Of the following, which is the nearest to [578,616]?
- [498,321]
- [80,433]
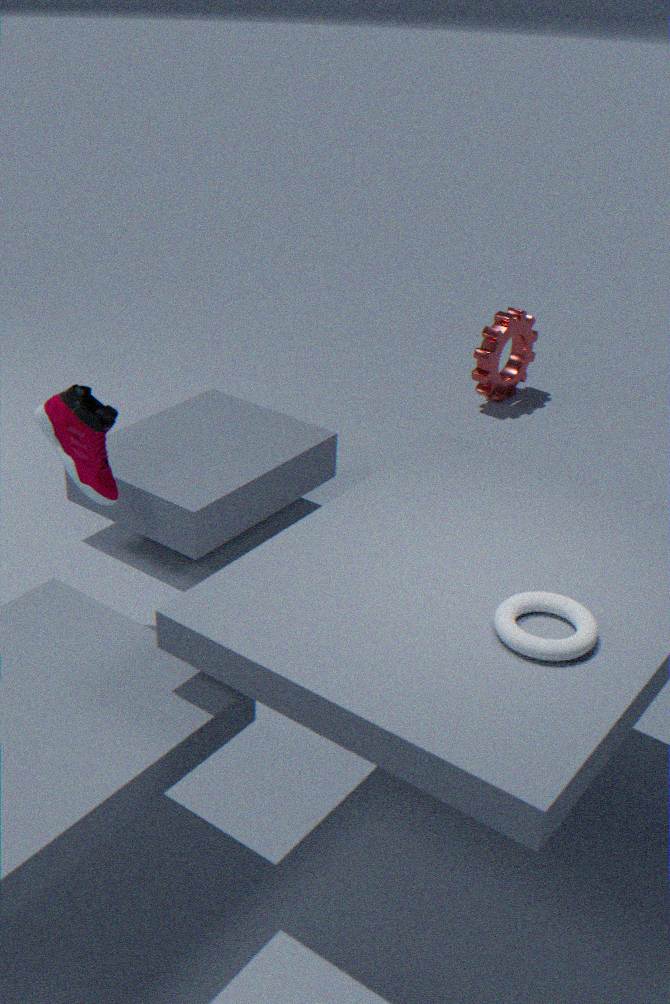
[80,433]
